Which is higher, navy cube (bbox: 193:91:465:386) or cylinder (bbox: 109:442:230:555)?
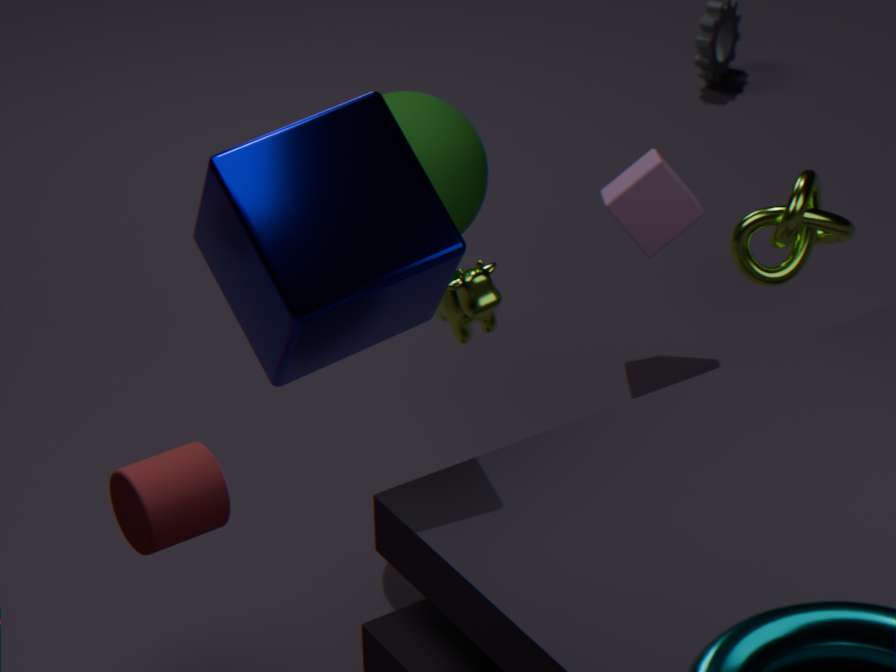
navy cube (bbox: 193:91:465:386)
